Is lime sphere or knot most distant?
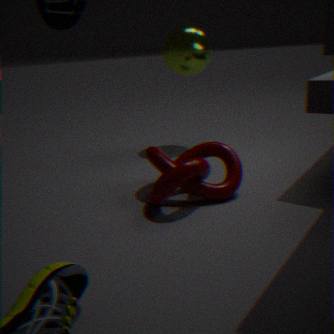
lime sphere
